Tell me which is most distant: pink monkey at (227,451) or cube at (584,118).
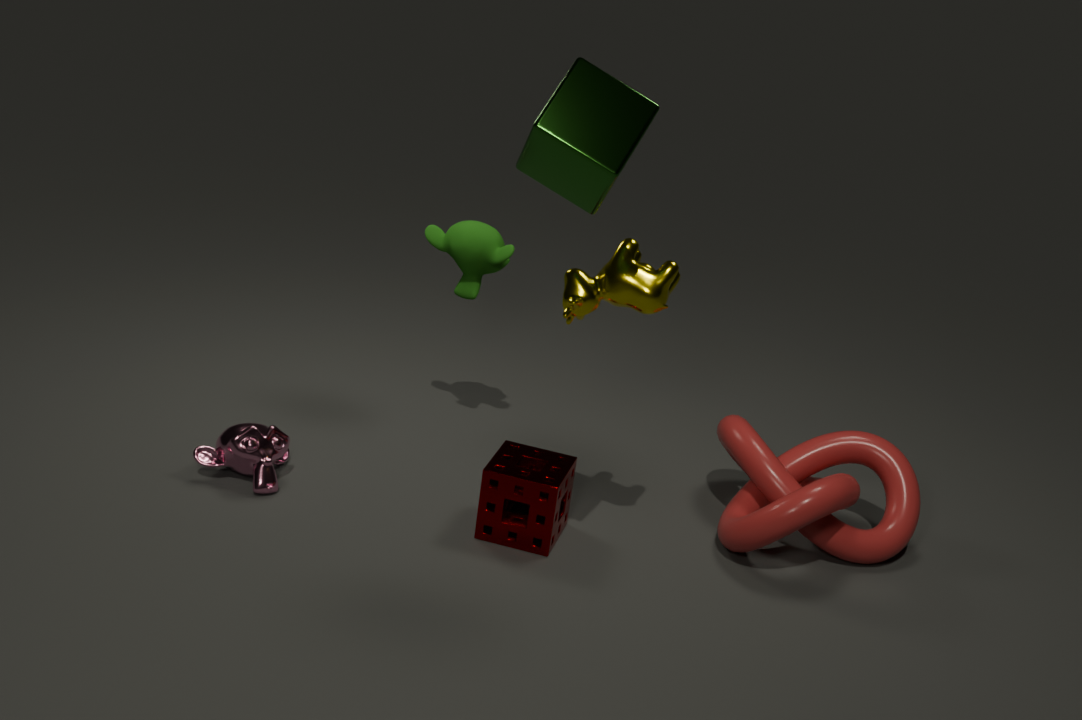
pink monkey at (227,451)
